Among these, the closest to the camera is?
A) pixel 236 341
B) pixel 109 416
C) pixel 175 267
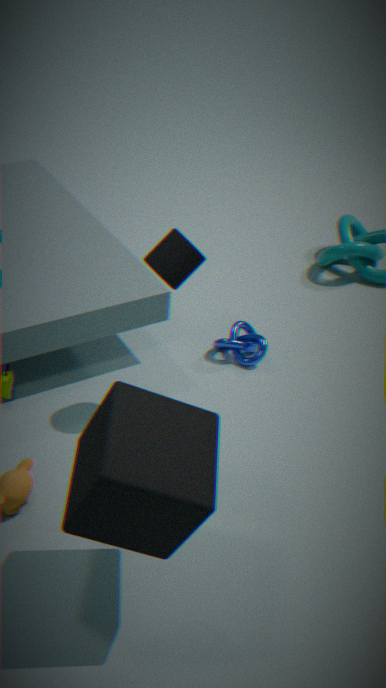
pixel 109 416
